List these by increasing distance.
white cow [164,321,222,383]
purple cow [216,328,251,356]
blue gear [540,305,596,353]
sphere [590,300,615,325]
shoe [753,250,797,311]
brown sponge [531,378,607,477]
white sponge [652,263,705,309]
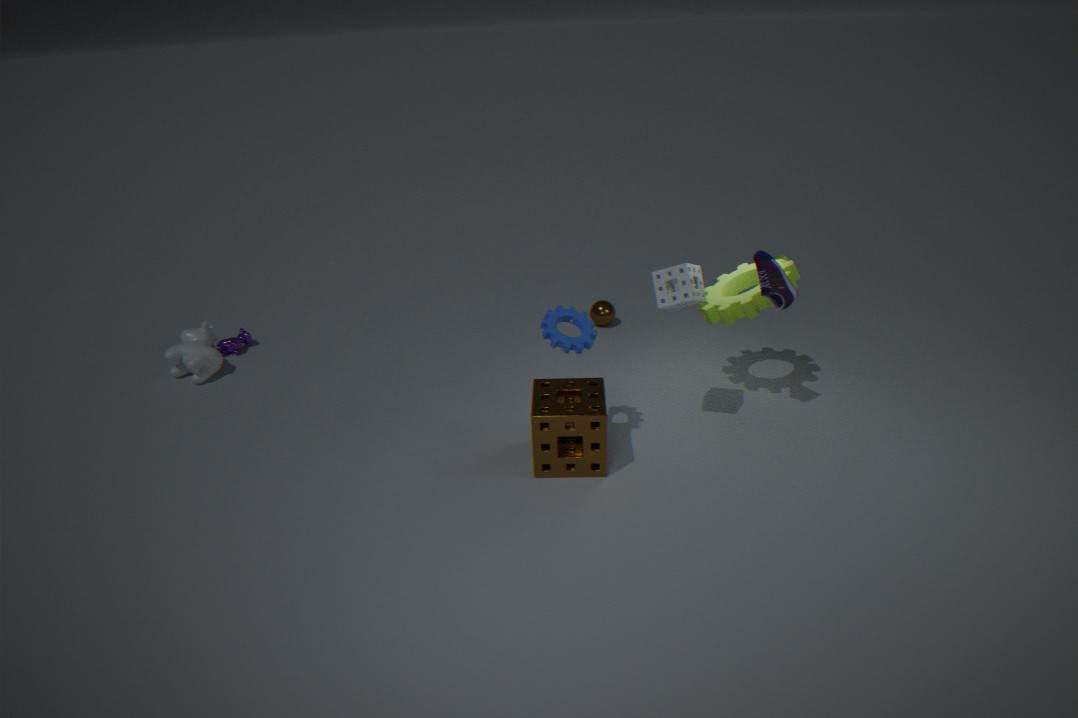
1. white sponge [652,263,705,309]
2. blue gear [540,305,596,353]
3. brown sponge [531,378,607,477]
4. shoe [753,250,797,311]
5. white cow [164,321,222,383]
6. purple cow [216,328,251,356]
7. sphere [590,300,615,325]
